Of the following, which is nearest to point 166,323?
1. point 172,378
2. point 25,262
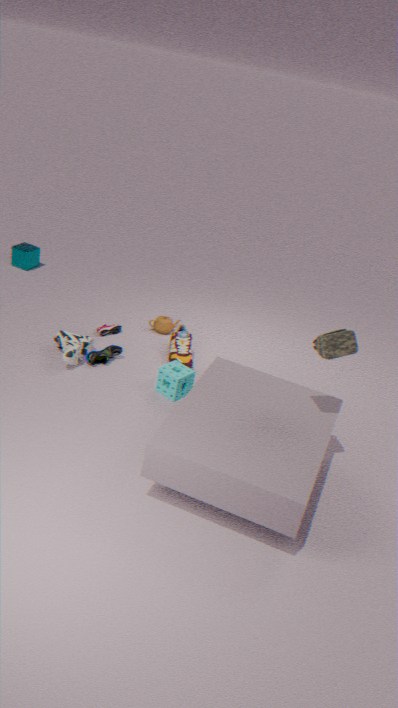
point 172,378
